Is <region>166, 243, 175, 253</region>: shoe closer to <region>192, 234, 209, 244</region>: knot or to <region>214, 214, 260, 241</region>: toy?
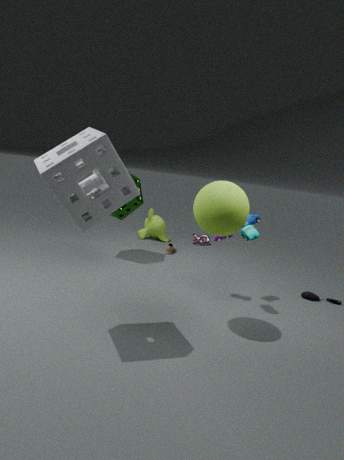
<region>192, 234, 209, 244</region>: knot
